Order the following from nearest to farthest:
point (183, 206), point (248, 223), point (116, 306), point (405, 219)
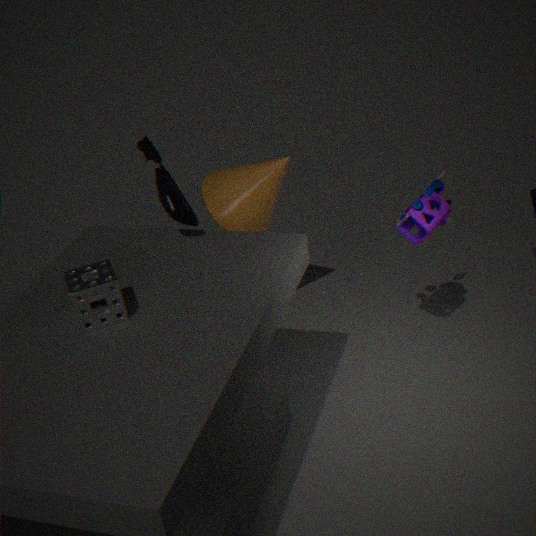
point (116, 306) → point (183, 206) → point (405, 219) → point (248, 223)
